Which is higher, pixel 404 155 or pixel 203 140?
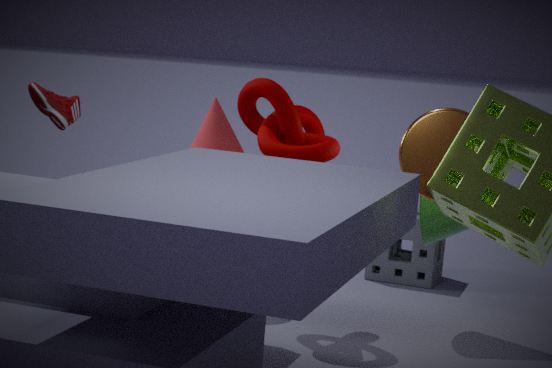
pixel 404 155
